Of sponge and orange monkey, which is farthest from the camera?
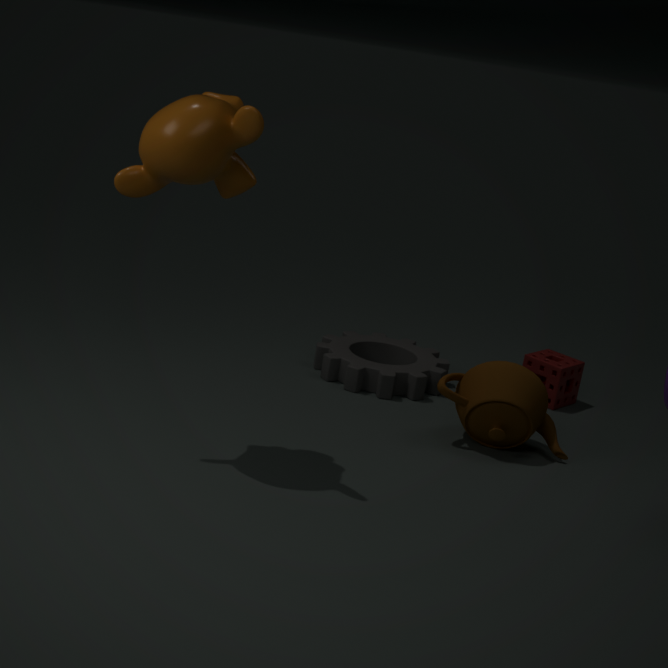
sponge
